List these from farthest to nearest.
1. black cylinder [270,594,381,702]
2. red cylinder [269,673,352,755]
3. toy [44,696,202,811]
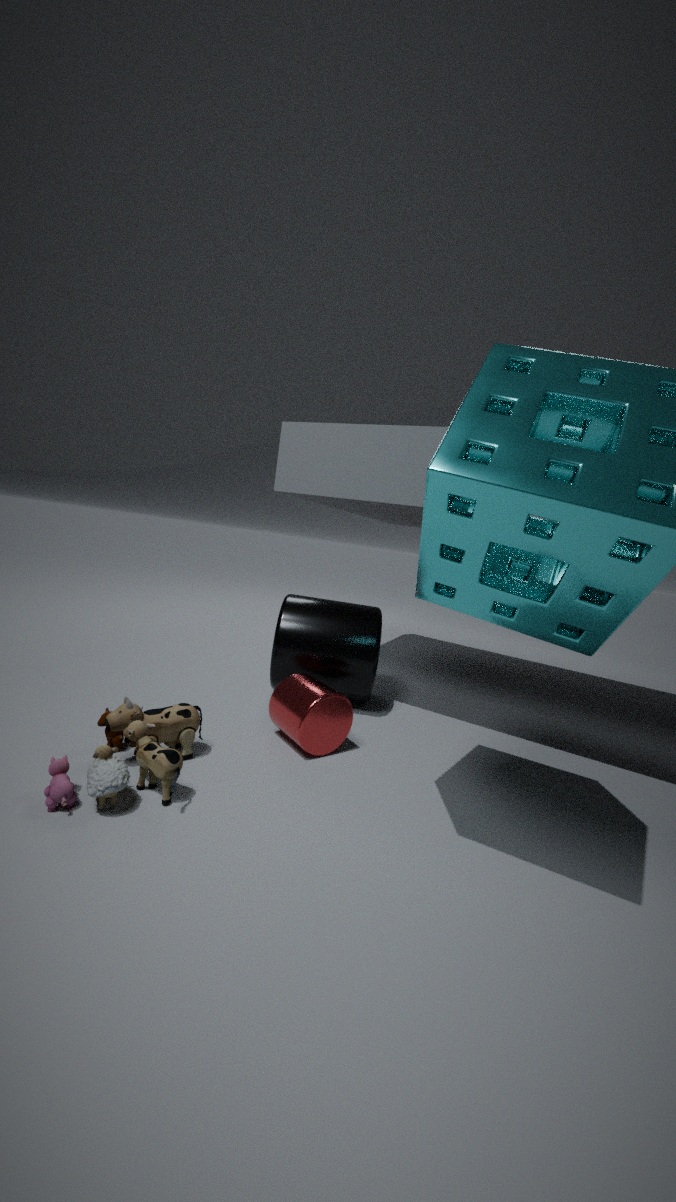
1. black cylinder [270,594,381,702]
2. red cylinder [269,673,352,755]
3. toy [44,696,202,811]
